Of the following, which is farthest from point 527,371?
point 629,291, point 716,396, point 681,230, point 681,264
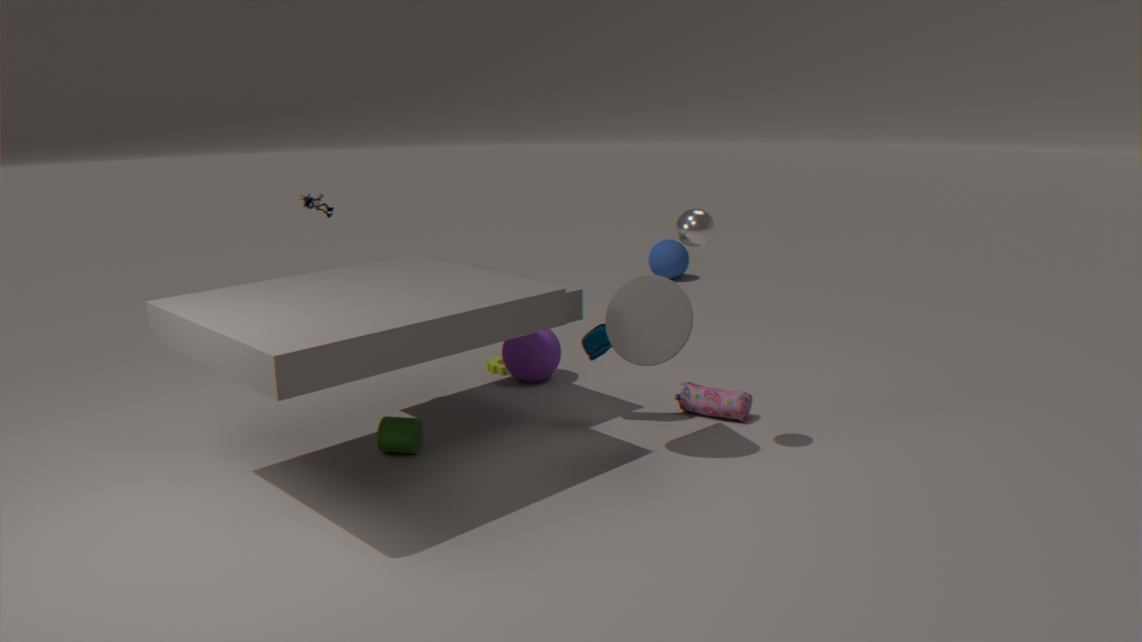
point 681,264
